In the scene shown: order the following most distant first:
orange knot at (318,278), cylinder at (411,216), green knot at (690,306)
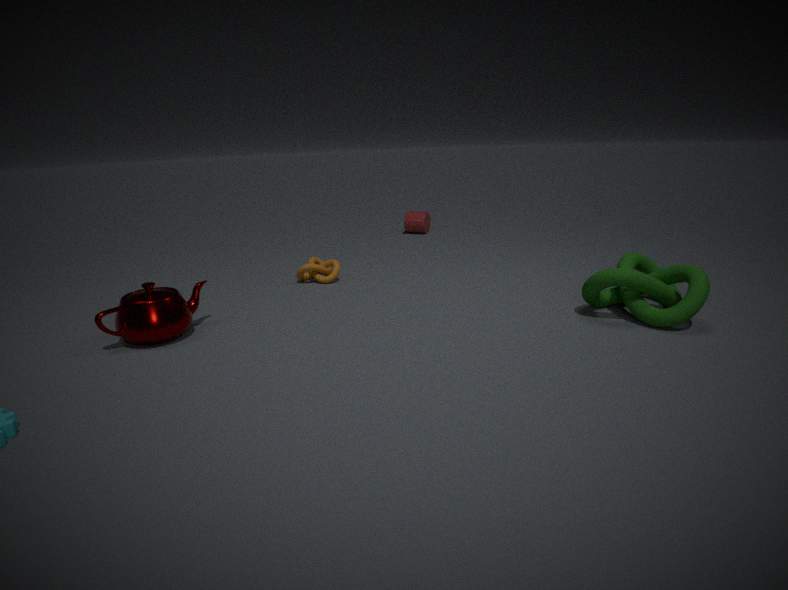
cylinder at (411,216)
orange knot at (318,278)
green knot at (690,306)
